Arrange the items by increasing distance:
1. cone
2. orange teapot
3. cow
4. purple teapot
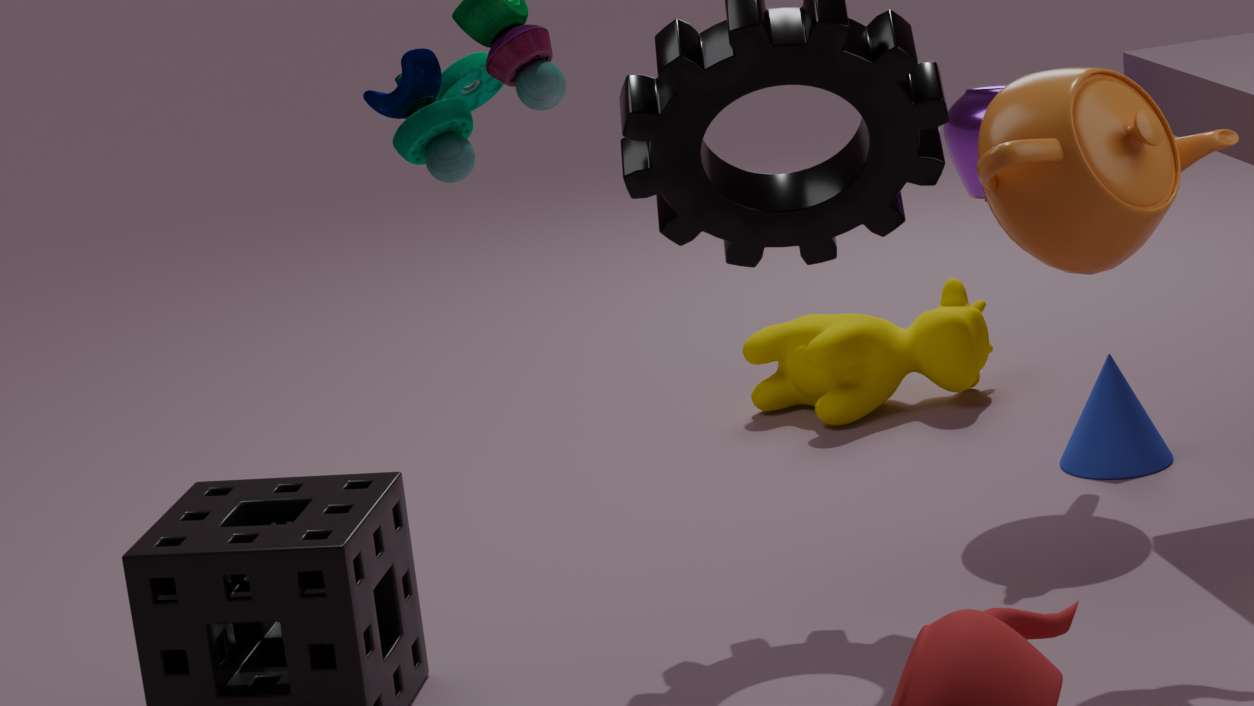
orange teapot, purple teapot, cone, cow
